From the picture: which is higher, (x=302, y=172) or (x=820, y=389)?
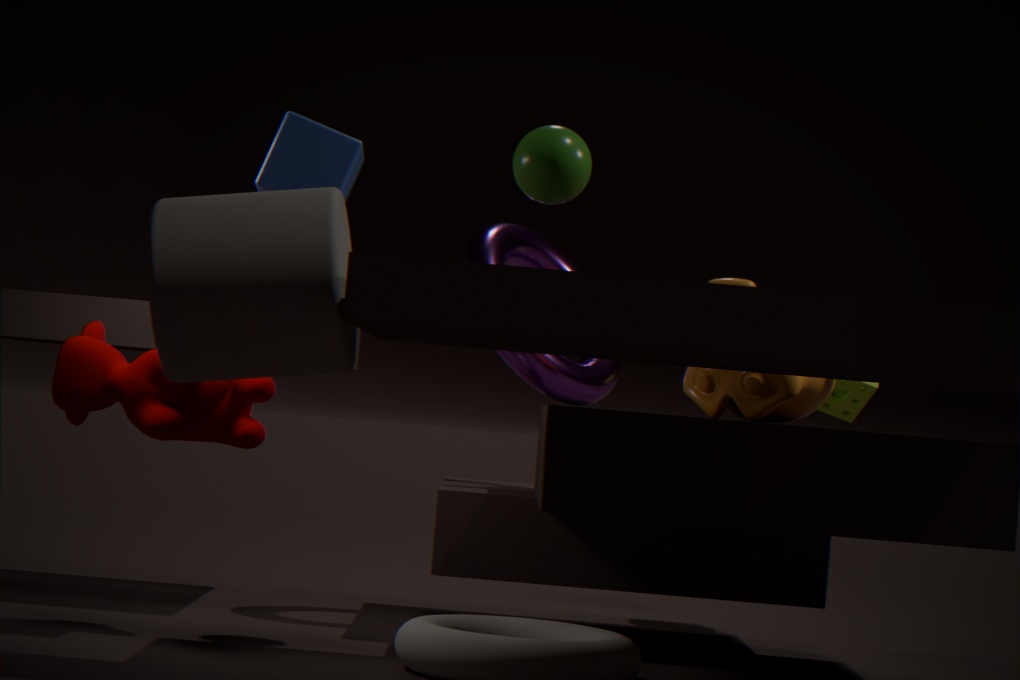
(x=302, y=172)
